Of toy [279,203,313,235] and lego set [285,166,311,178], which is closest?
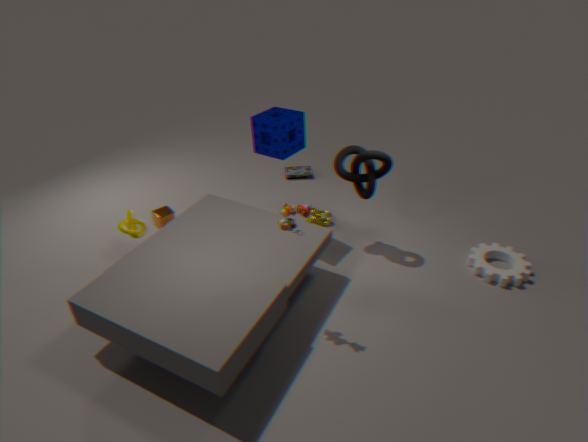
toy [279,203,313,235]
